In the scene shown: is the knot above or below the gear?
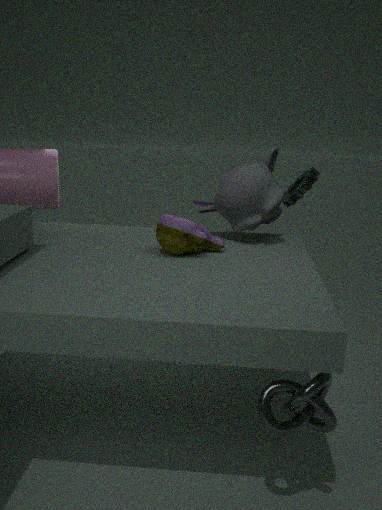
below
